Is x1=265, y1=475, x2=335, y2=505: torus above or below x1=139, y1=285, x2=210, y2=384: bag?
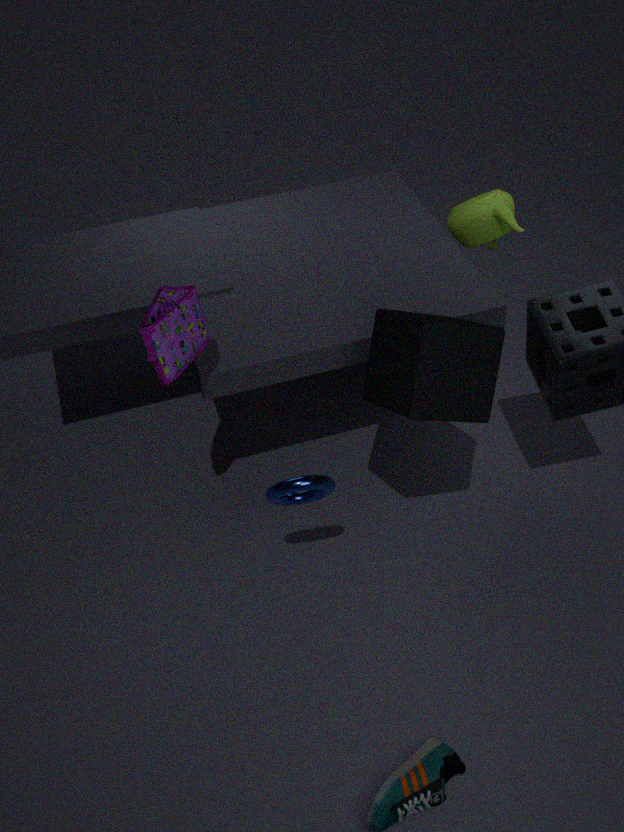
below
